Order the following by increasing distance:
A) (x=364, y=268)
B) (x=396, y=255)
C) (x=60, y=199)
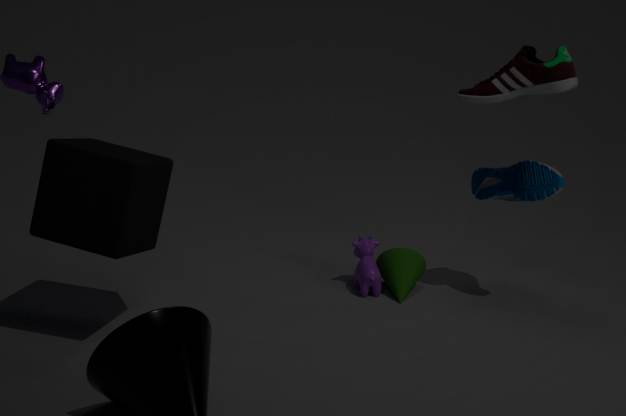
(x=60, y=199), (x=364, y=268), (x=396, y=255)
